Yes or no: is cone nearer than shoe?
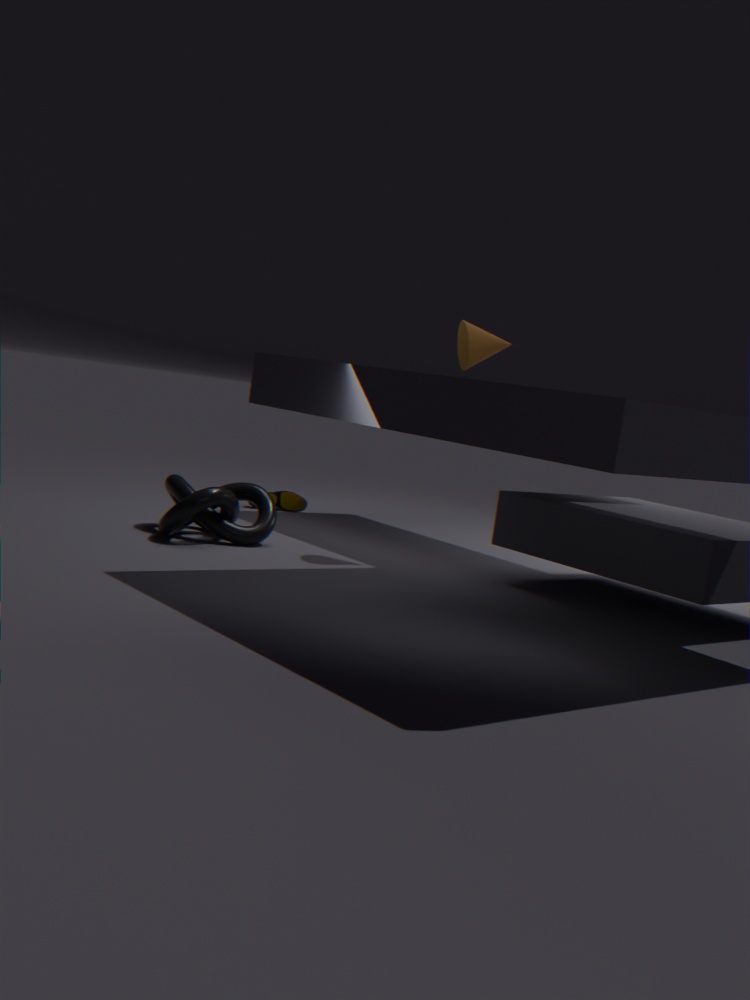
Yes
